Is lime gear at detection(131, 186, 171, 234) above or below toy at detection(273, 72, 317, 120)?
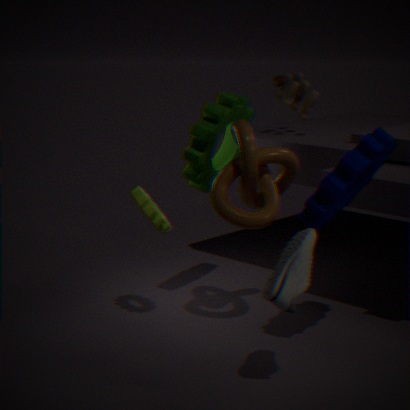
below
